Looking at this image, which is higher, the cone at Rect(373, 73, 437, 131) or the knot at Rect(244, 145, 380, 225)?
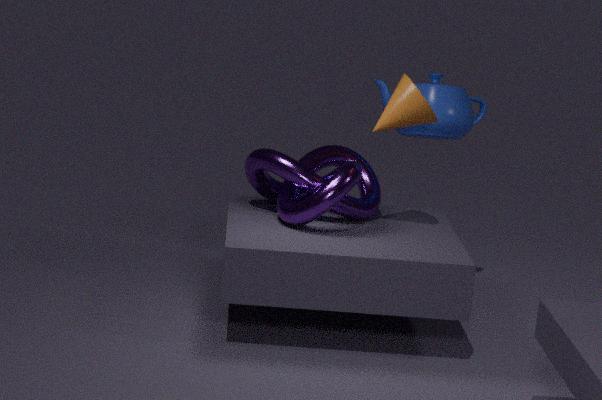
the cone at Rect(373, 73, 437, 131)
